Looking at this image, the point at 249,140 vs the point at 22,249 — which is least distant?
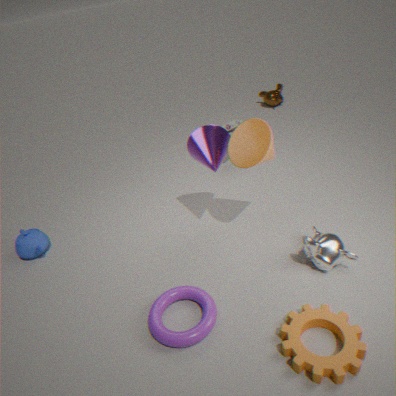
the point at 249,140
